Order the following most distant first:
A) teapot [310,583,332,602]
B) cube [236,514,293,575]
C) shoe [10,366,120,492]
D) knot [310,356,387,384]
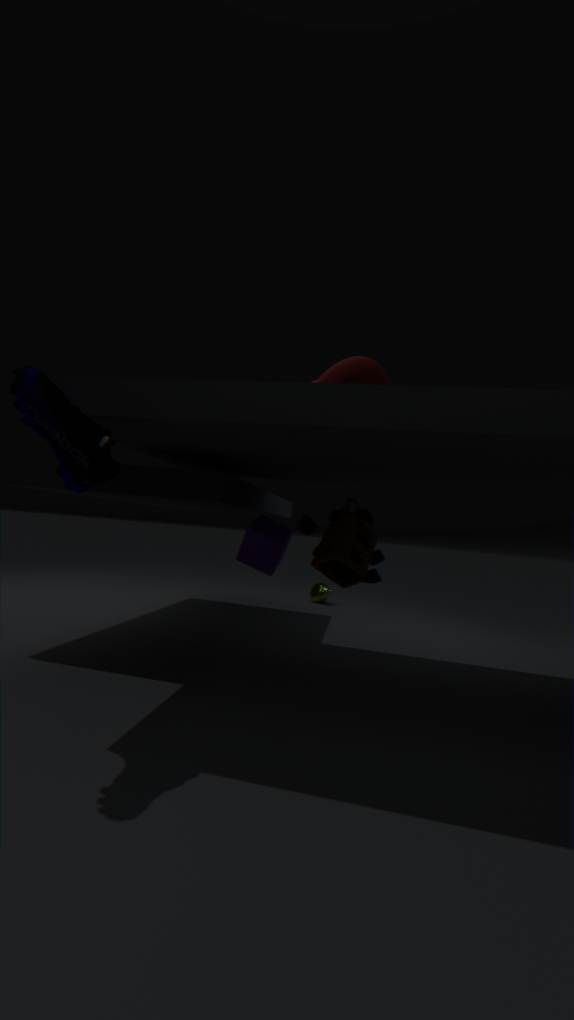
teapot [310,583,332,602] → cube [236,514,293,575] → knot [310,356,387,384] → shoe [10,366,120,492]
